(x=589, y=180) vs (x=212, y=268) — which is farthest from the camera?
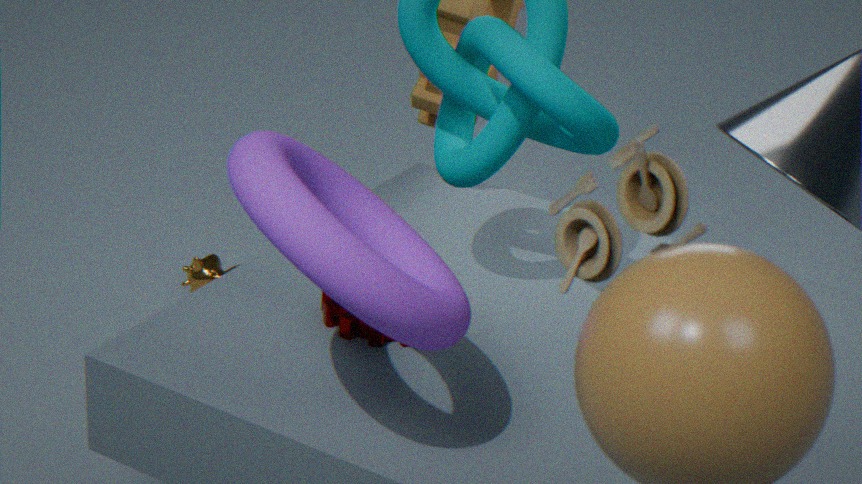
(x=212, y=268)
